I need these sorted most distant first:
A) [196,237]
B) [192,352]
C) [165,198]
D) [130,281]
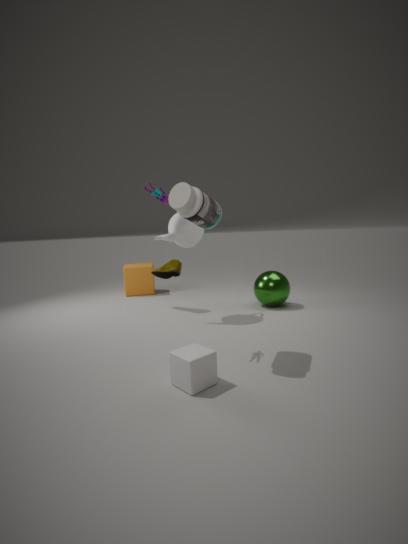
[130,281] → [196,237] → [165,198] → [192,352]
